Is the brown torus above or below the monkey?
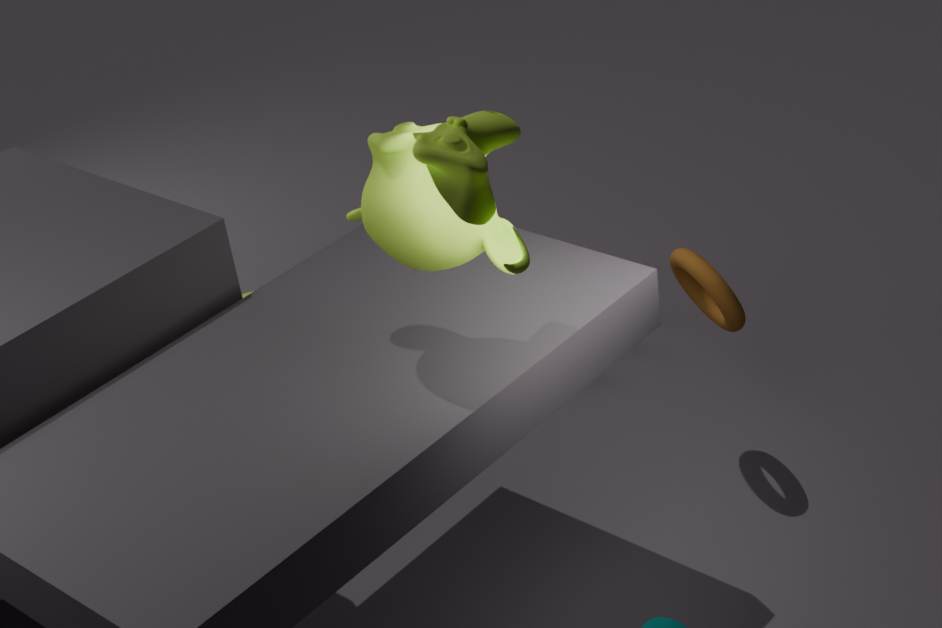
below
